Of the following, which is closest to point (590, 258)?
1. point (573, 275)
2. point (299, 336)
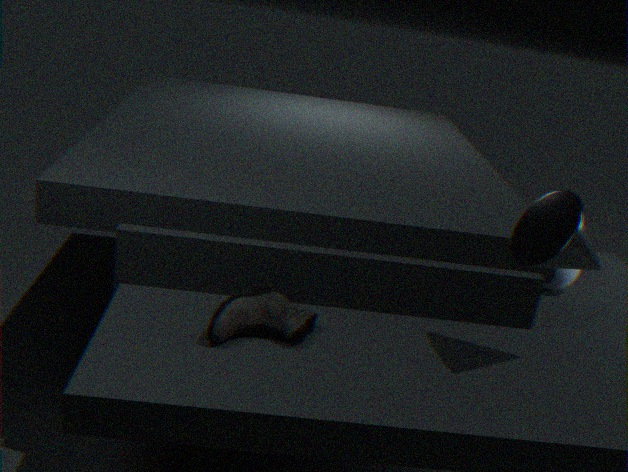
point (573, 275)
